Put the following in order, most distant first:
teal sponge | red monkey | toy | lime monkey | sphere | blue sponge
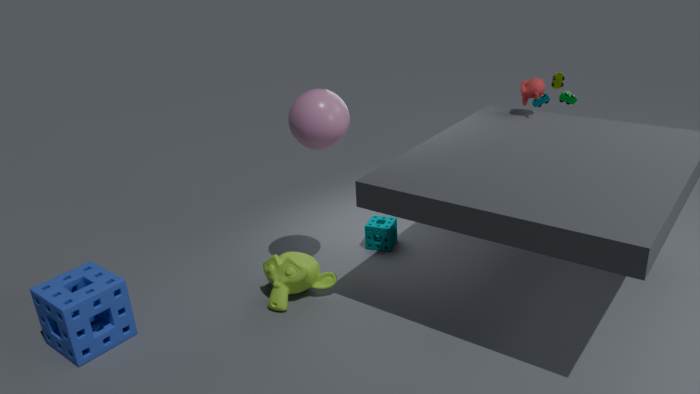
teal sponge, toy, red monkey, lime monkey, sphere, blue sponge
